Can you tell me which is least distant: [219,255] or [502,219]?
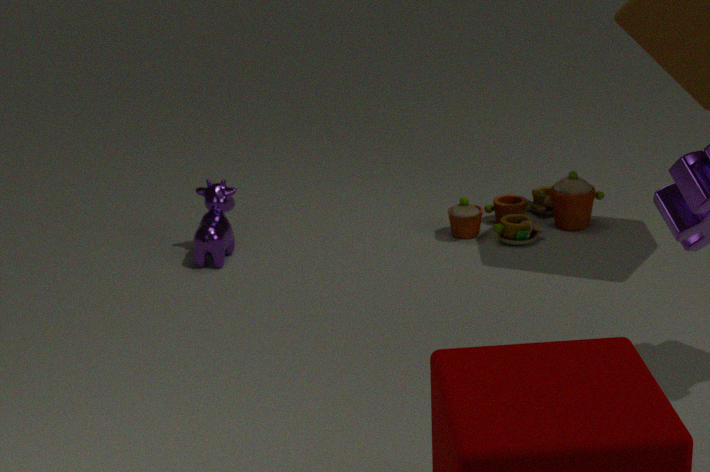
[219,255]
